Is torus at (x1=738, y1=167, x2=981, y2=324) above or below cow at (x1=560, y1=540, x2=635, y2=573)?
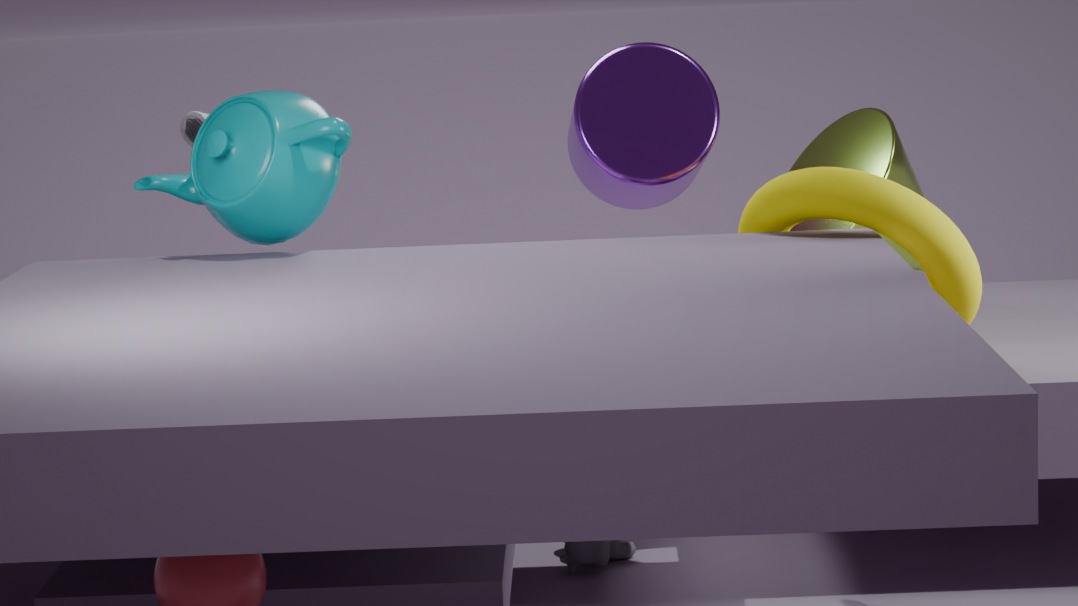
above
